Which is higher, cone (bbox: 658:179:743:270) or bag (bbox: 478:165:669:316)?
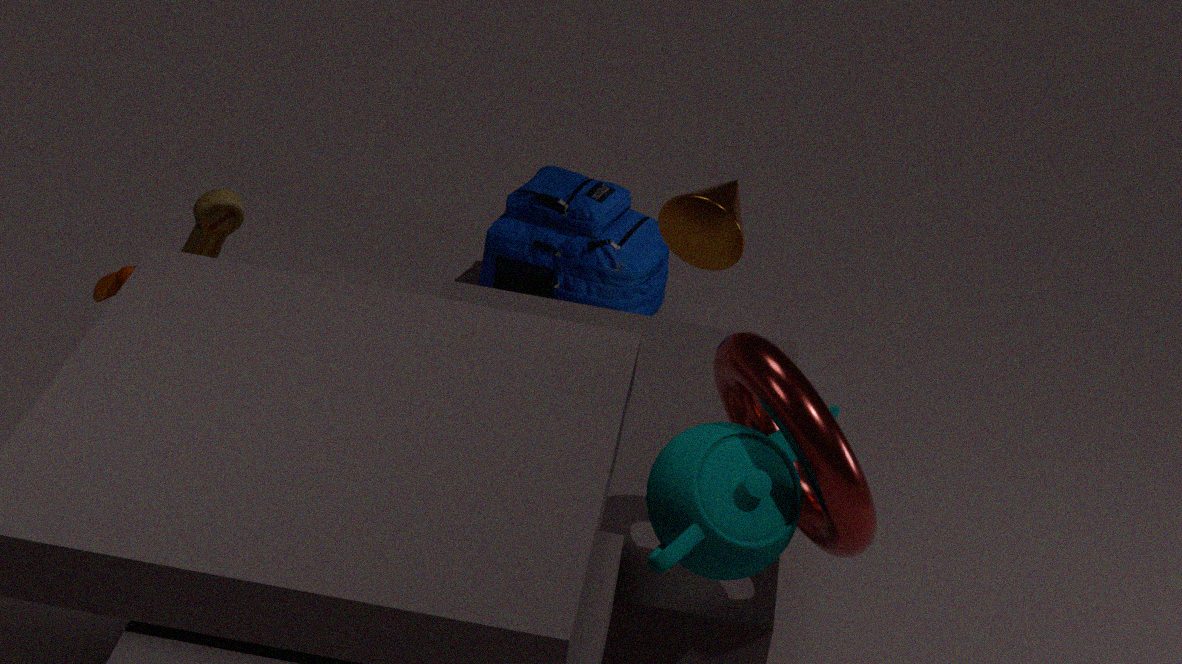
cone (bbox: 658:179:743:270)
